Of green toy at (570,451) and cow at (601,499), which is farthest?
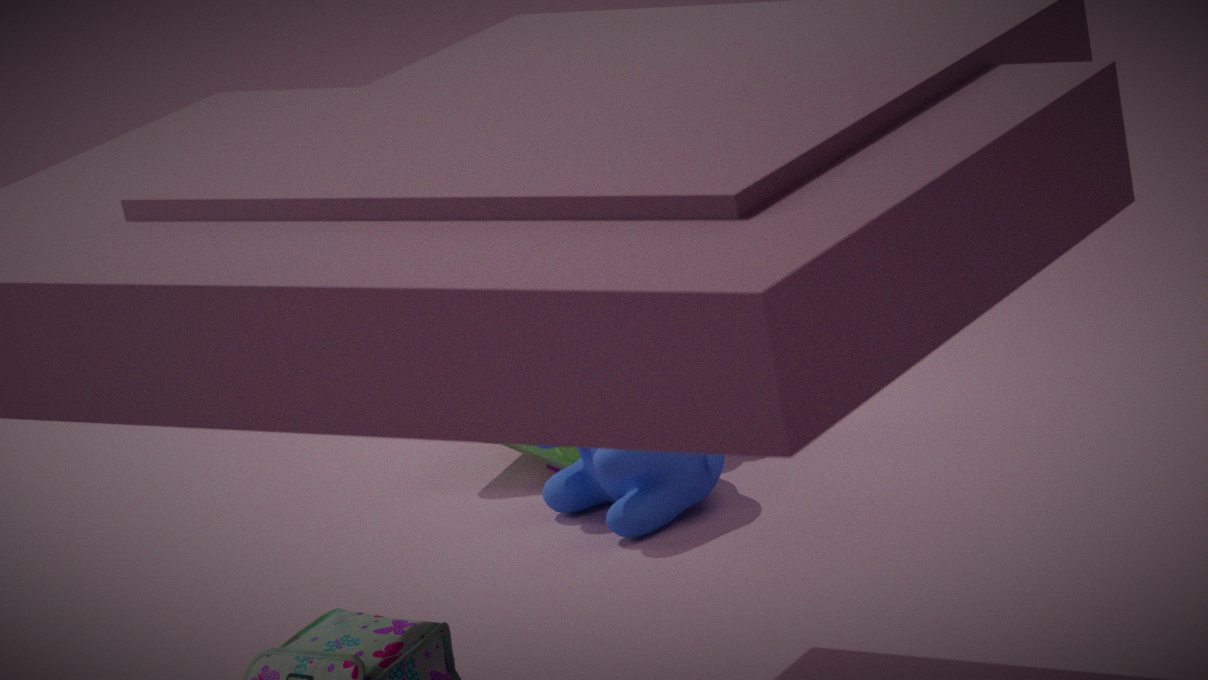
green toy at (570,451)
